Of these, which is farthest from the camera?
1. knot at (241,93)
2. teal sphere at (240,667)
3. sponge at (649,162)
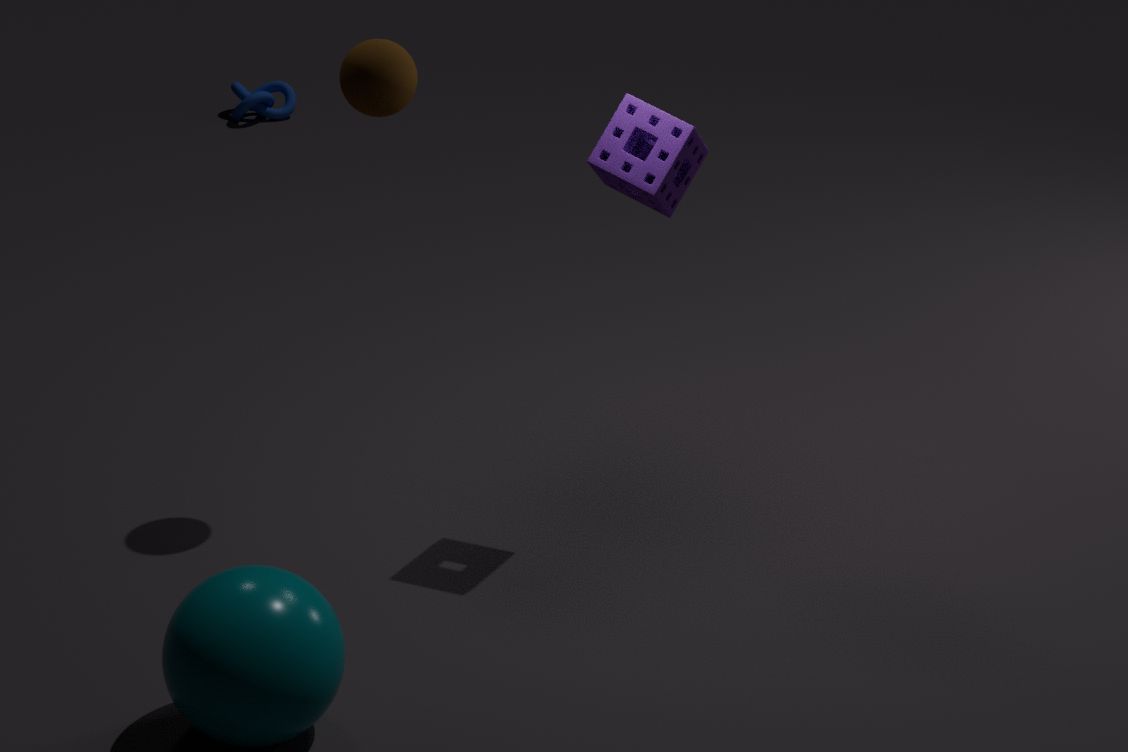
knot at (241,93)
